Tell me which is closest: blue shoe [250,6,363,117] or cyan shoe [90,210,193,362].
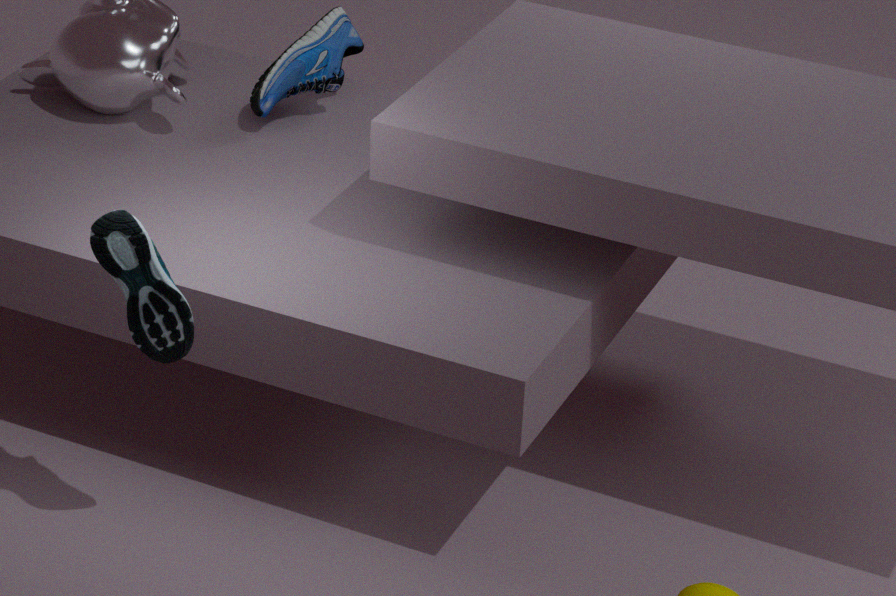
cyan shoe [90,210,193,362]
